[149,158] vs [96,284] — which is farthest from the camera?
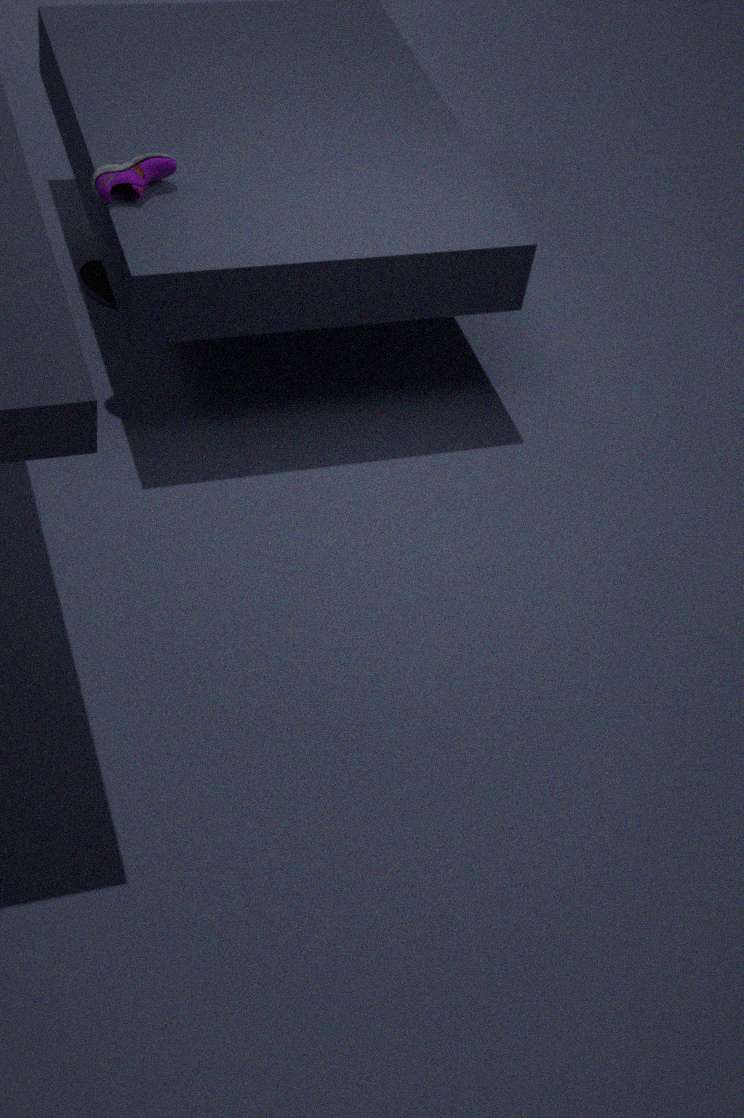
[96,284]
